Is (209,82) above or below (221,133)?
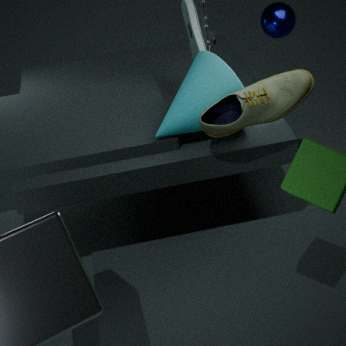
below
